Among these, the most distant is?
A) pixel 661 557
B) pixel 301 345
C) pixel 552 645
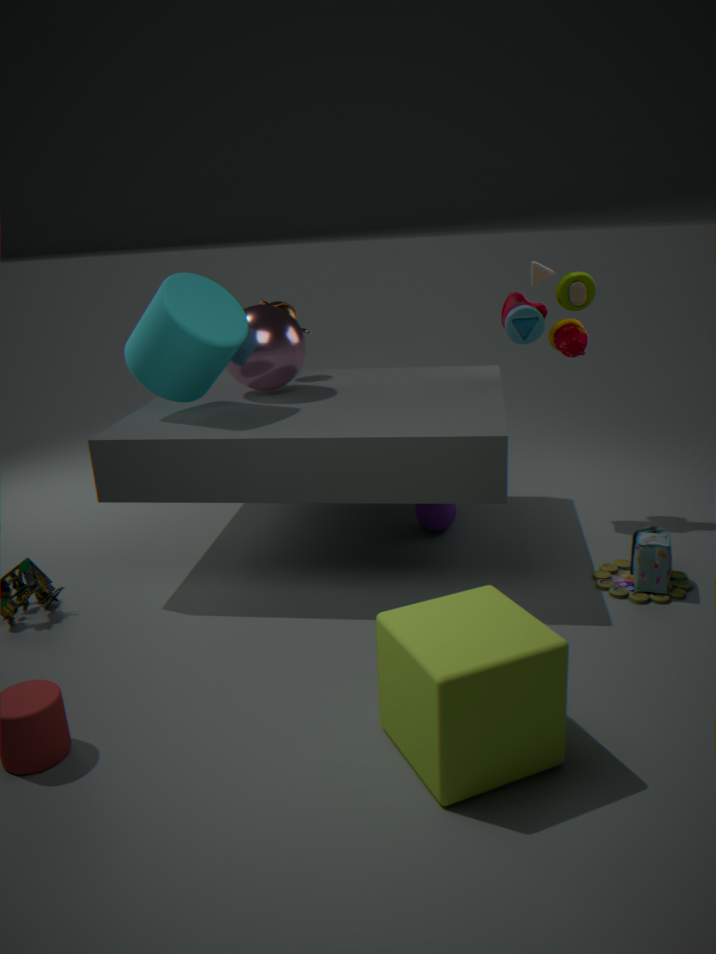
pixel 301 345
